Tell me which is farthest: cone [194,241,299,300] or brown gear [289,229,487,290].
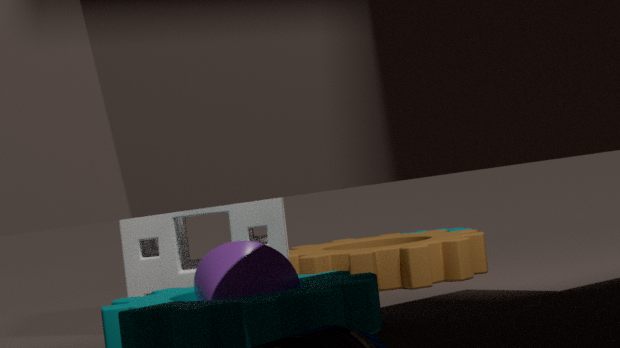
brown gear [289,229,487,290]
